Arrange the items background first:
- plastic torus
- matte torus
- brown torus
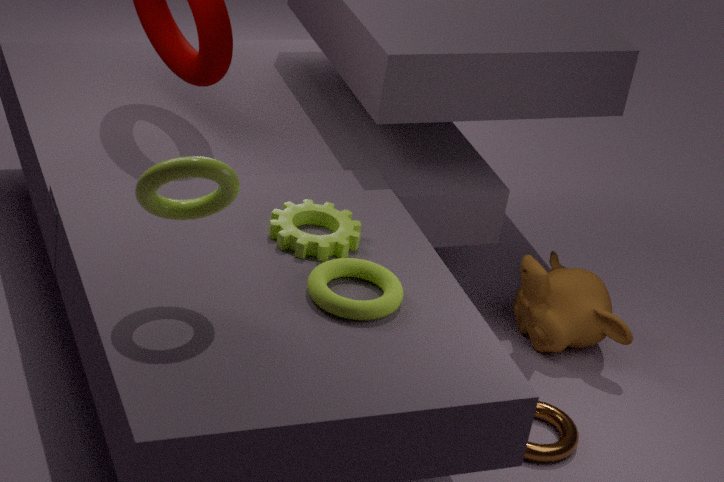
brown torus < matte torus < plastic torus
